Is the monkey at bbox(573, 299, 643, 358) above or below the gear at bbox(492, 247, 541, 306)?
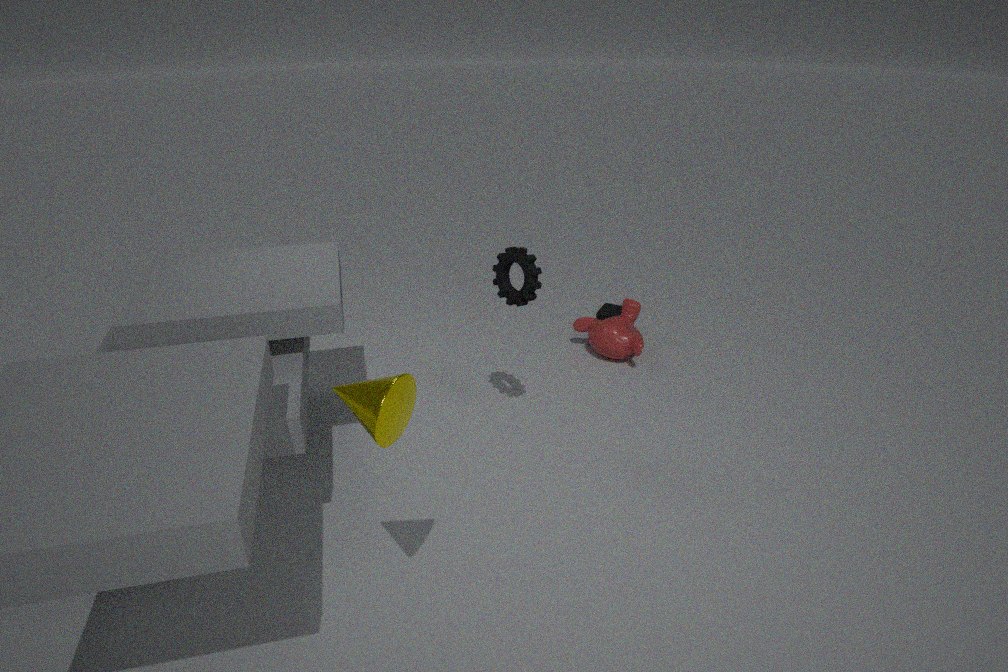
below
